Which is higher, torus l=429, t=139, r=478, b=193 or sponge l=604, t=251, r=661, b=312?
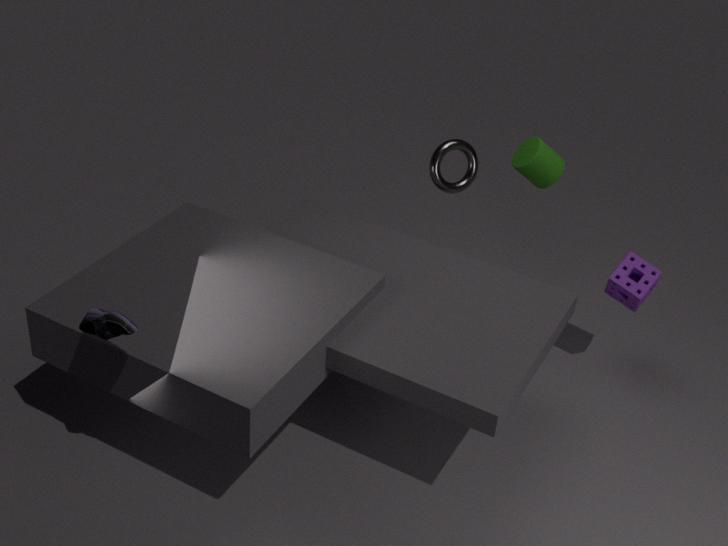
torus l=429, t=139, r=478, b=193
